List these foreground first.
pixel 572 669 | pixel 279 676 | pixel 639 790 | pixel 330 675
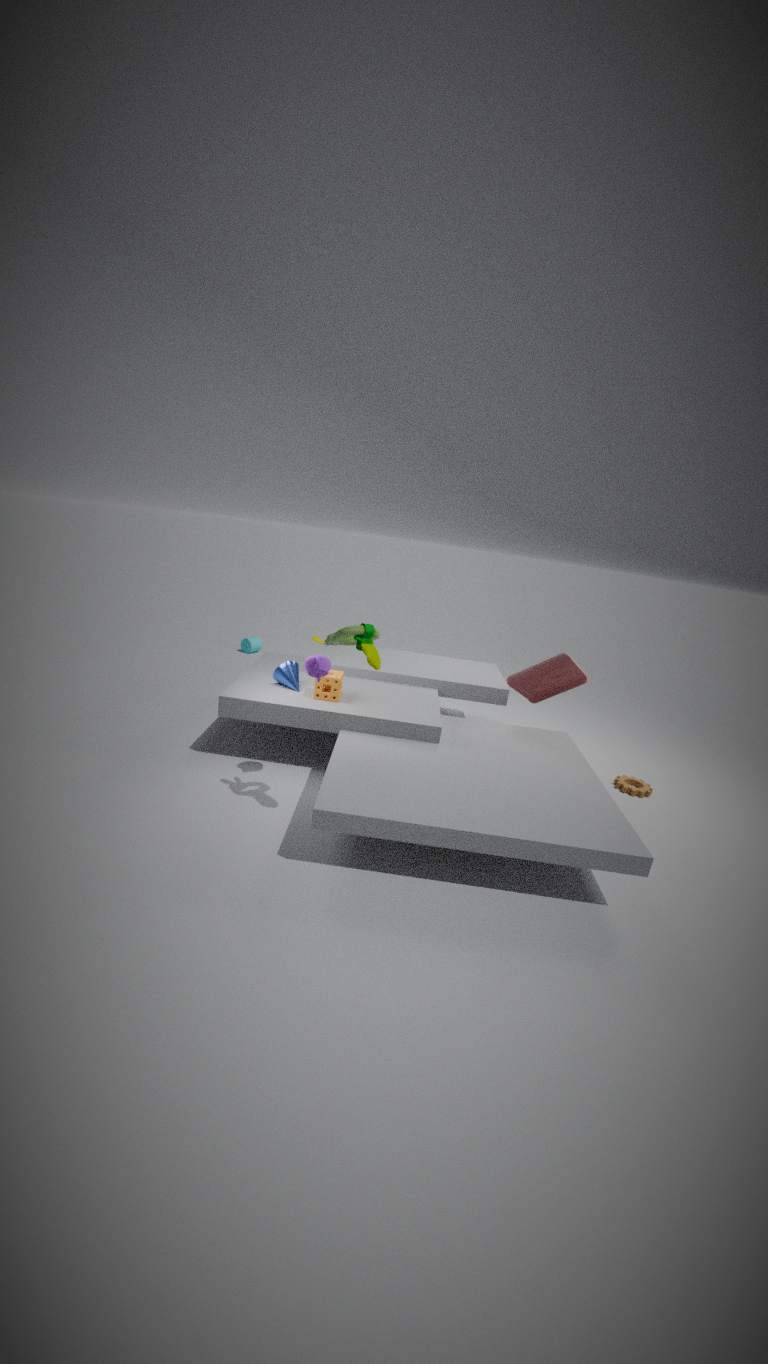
pixel 330 675, pixel 279 676, pixel 639 790, pixel 572 669
